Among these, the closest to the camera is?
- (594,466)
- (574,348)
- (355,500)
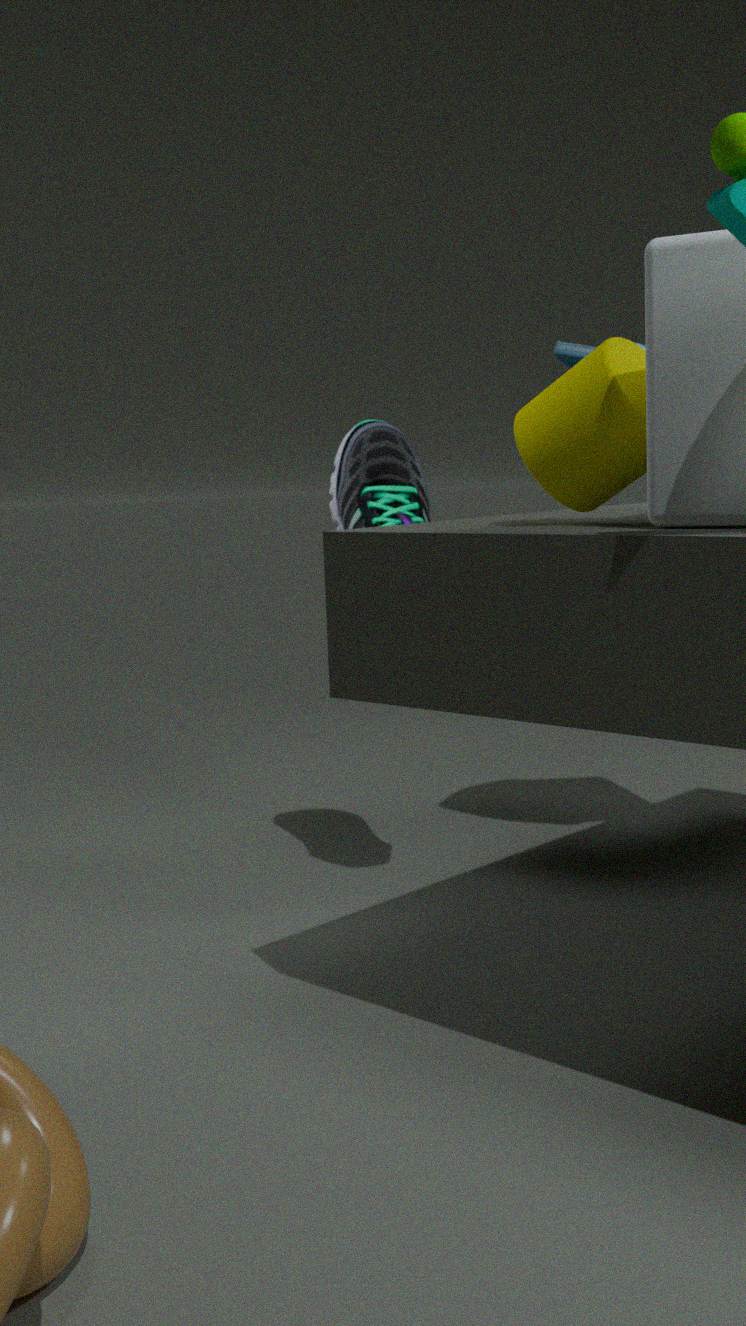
(594,466)
